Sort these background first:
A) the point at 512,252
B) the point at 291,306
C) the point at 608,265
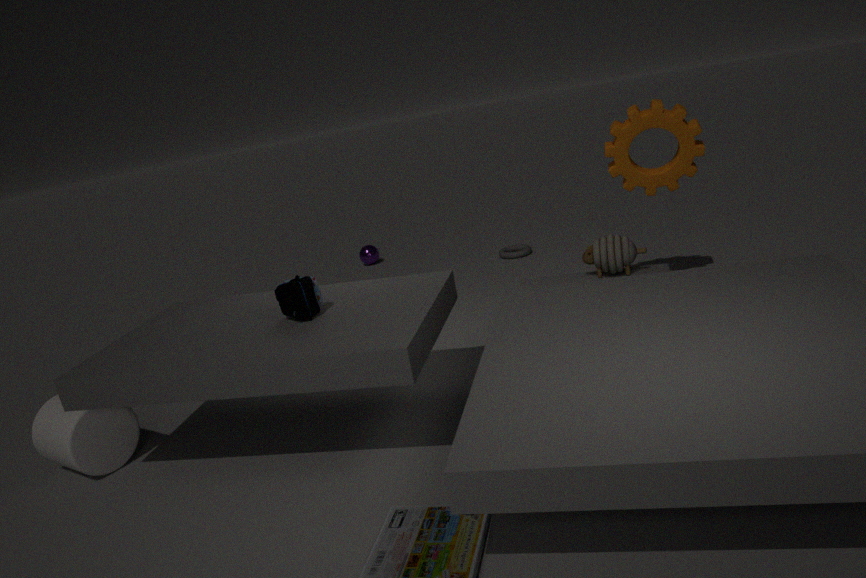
1. the point at 512,252
2. the point at 608,265
3. the point at 291,306
